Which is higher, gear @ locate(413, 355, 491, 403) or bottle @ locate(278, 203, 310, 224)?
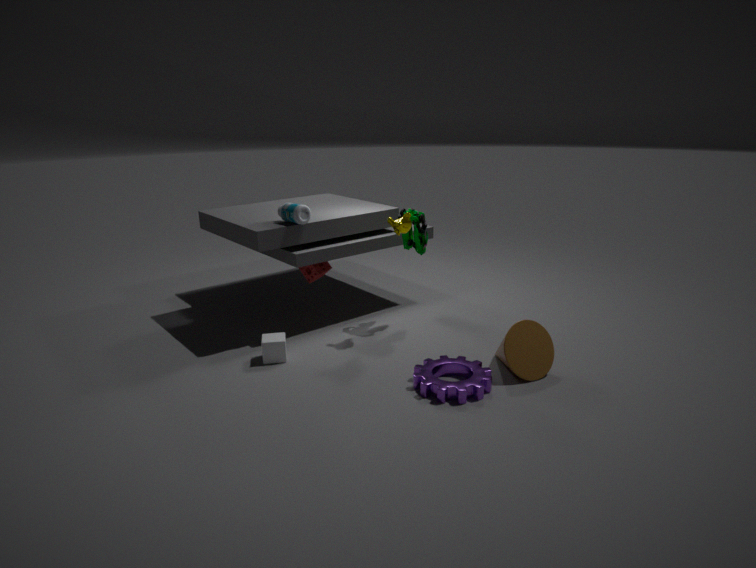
bottle @ locate(278, 203, 310, 224)
